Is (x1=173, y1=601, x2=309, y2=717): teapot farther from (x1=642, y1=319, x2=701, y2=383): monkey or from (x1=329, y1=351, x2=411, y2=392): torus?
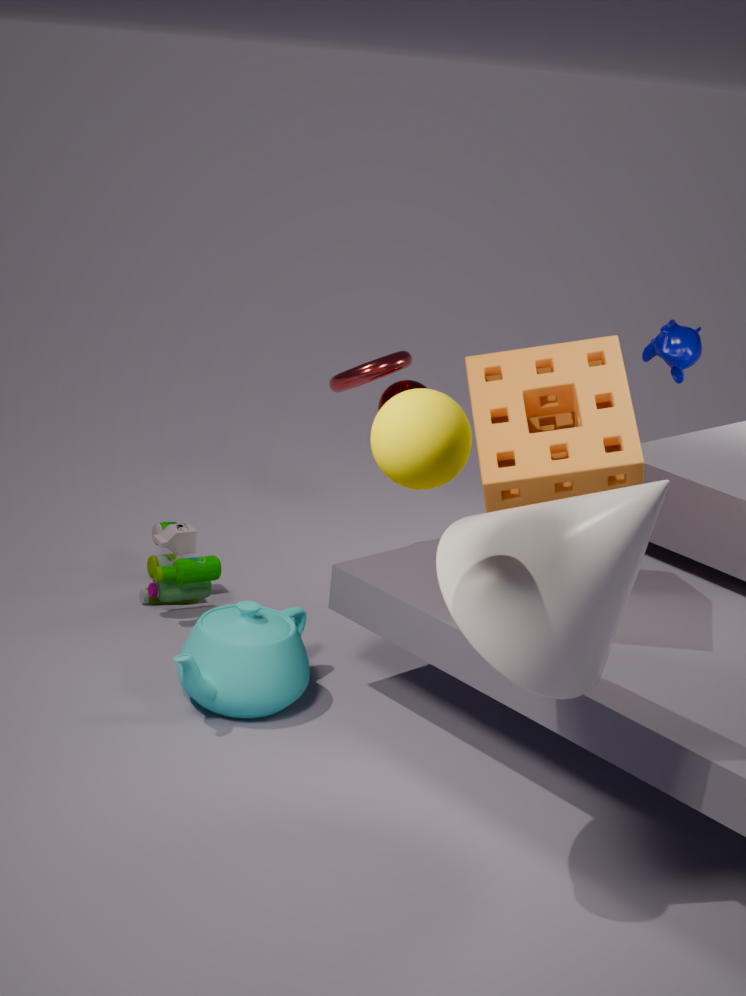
(x1=642, y1=319, x2=701, y2=383): monkey
